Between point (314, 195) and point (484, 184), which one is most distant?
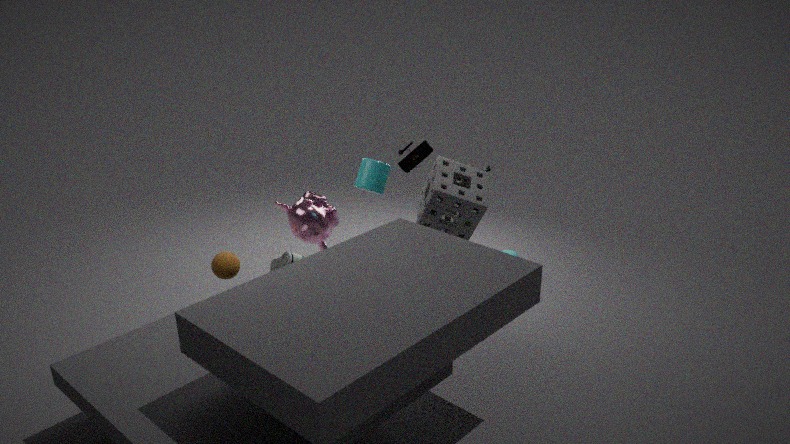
point (314, 195)
